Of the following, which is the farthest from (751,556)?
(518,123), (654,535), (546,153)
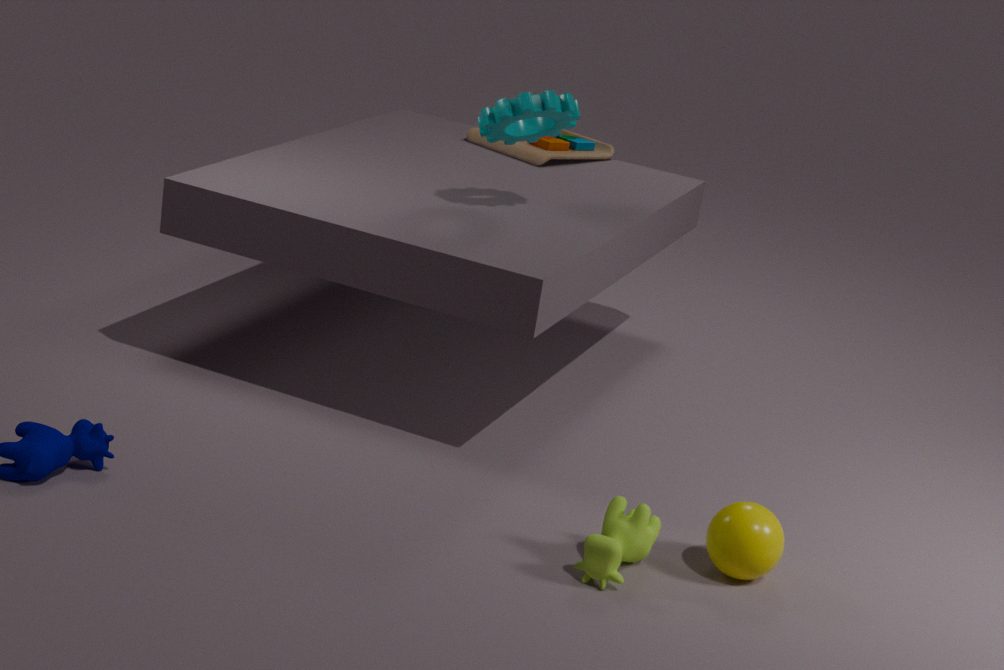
(546,153)
